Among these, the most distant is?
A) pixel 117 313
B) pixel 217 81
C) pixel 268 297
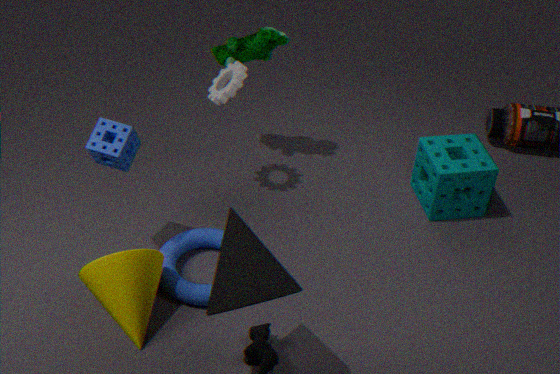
pixel 217 81
